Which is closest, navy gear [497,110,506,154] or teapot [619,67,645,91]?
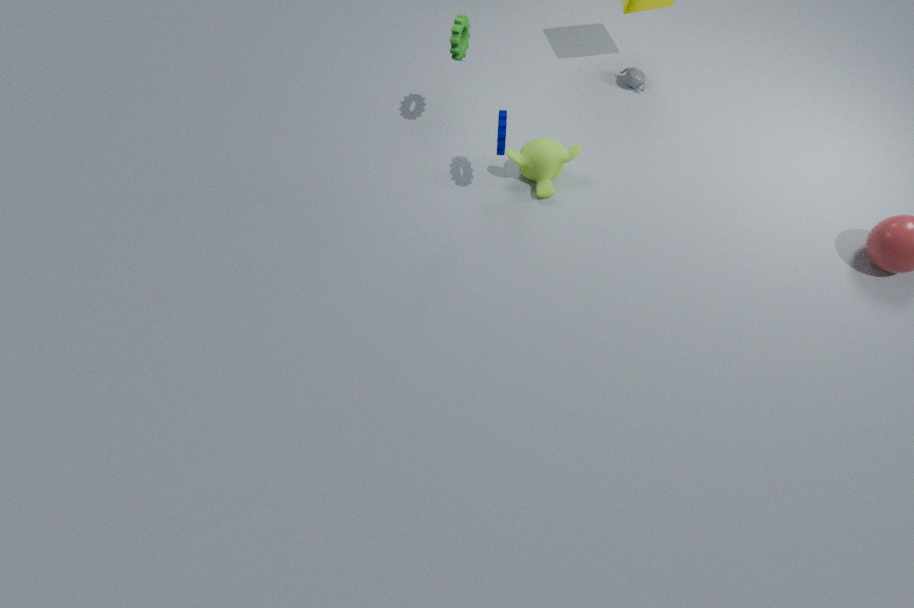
navy gear [497,110,506,154]
